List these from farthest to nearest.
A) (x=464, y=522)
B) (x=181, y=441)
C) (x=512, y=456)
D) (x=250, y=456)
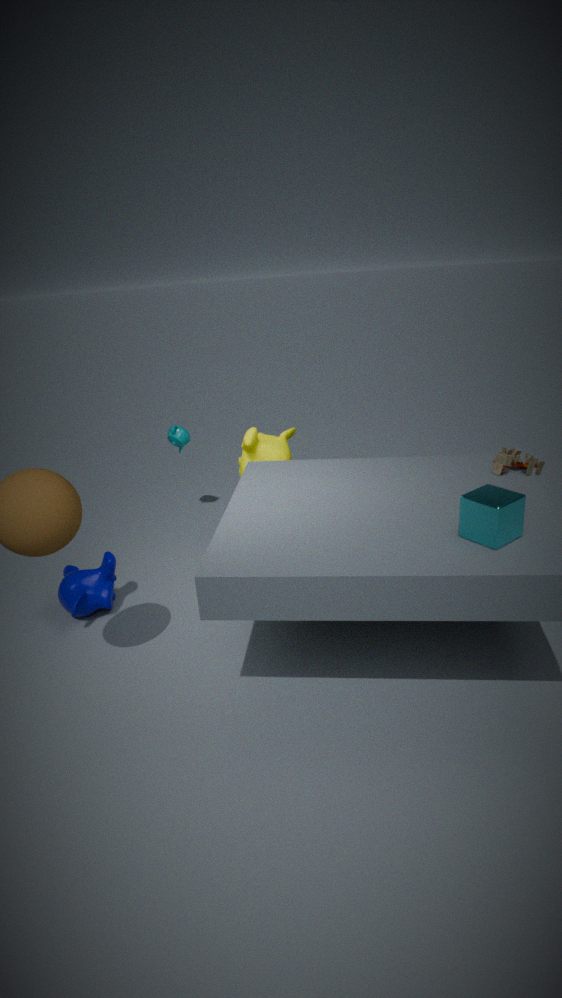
(x=181, y=441) < (x=250, y=456) < (x=512, y=456) < (x=464, y=522)
